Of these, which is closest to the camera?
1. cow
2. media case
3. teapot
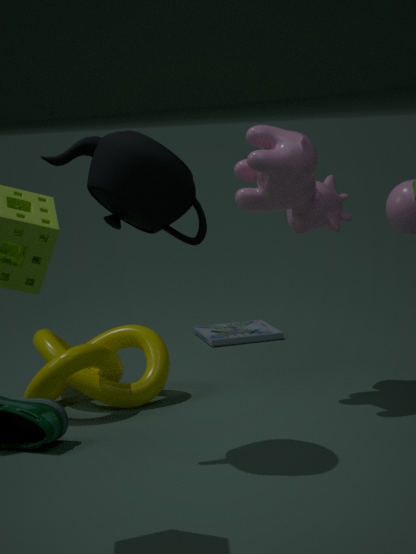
teapot
